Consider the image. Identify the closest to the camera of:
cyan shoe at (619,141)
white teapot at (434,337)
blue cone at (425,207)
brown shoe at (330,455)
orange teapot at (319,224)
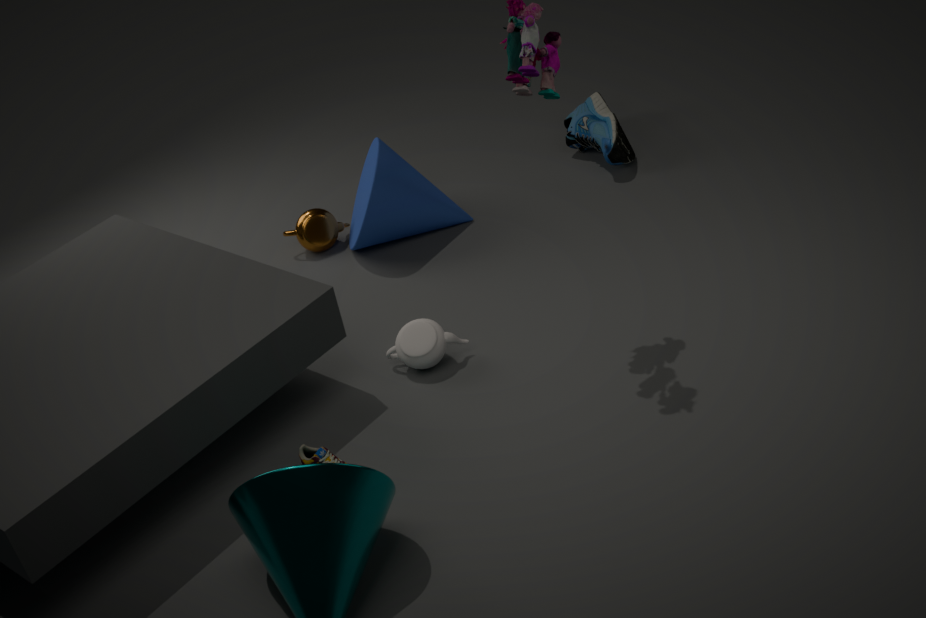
brown shoe at (330,455)
